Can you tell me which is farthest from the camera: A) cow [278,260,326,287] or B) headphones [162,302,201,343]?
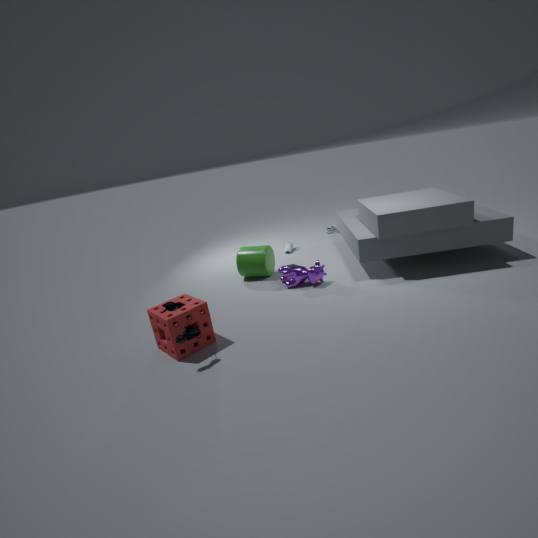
A. cow [278,260,326,287]
